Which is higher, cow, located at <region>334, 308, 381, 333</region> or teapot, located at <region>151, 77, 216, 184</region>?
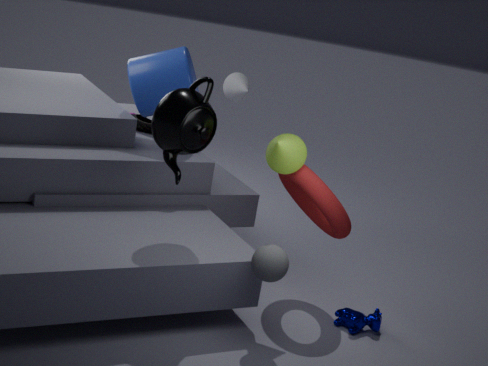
teapot, located at <region>151, 77, 216, 184</region>
